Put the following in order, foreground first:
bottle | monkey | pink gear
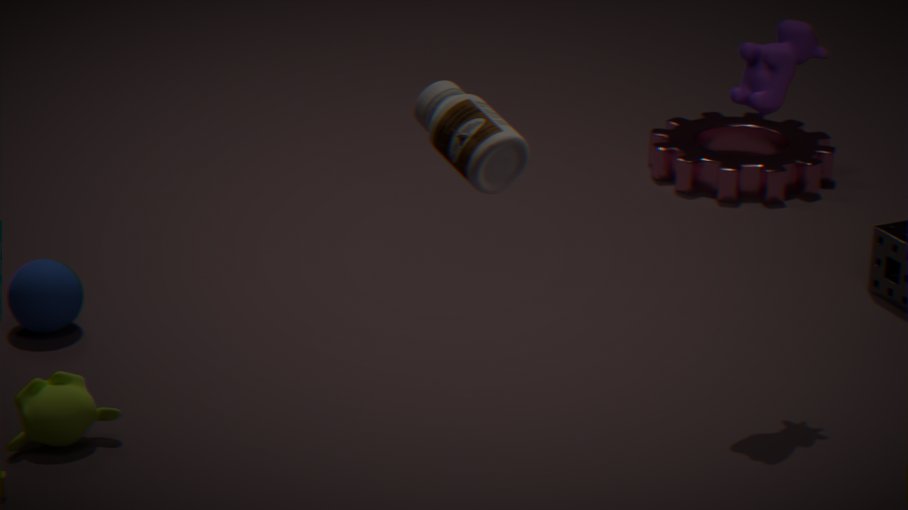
bottle → monkey → pink gear
